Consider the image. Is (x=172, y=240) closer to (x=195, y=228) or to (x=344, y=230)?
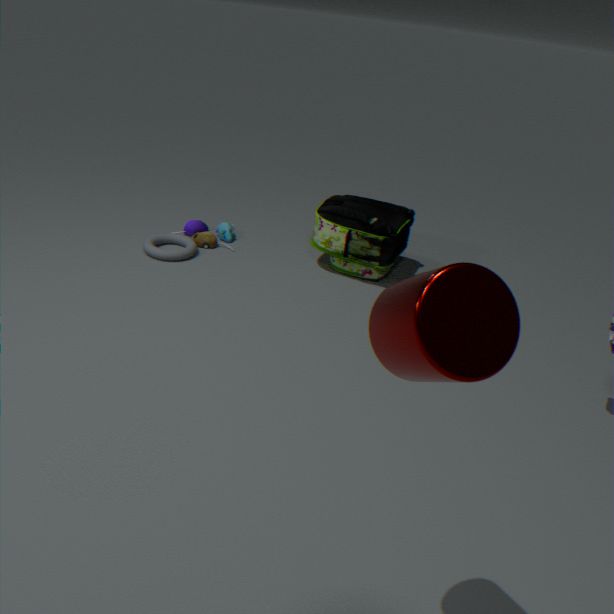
(x=195, y=228)
